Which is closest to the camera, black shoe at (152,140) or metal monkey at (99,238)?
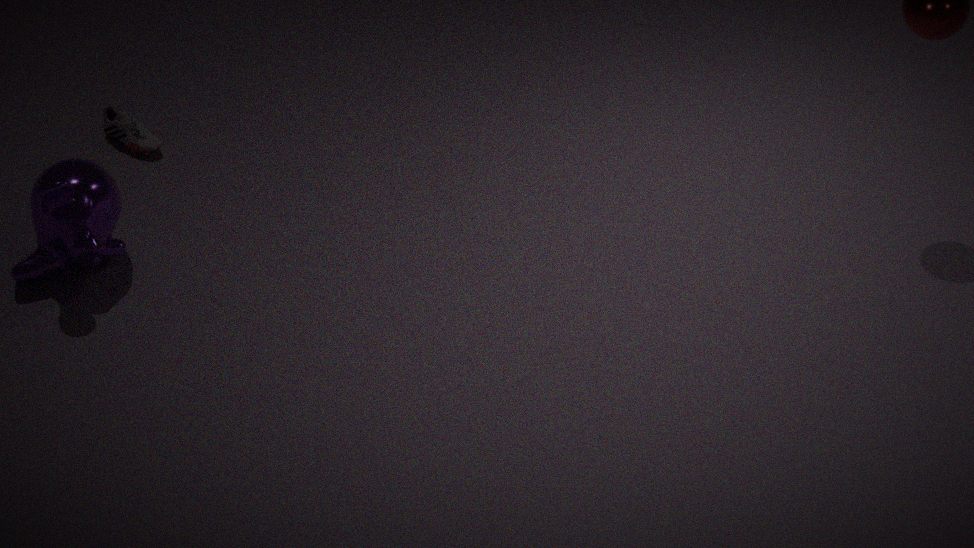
metal monkey at (99,238)
